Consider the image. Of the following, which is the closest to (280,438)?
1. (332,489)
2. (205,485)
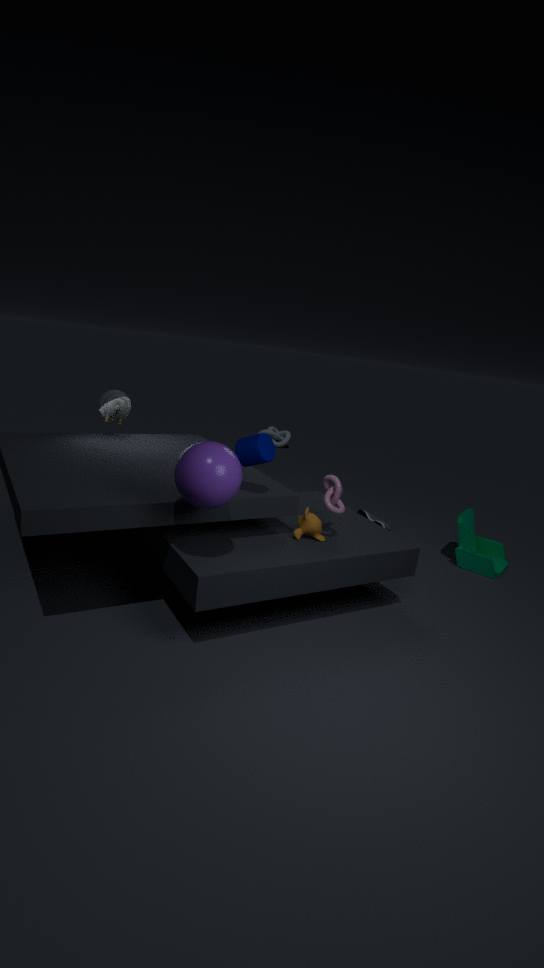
(332,489)
